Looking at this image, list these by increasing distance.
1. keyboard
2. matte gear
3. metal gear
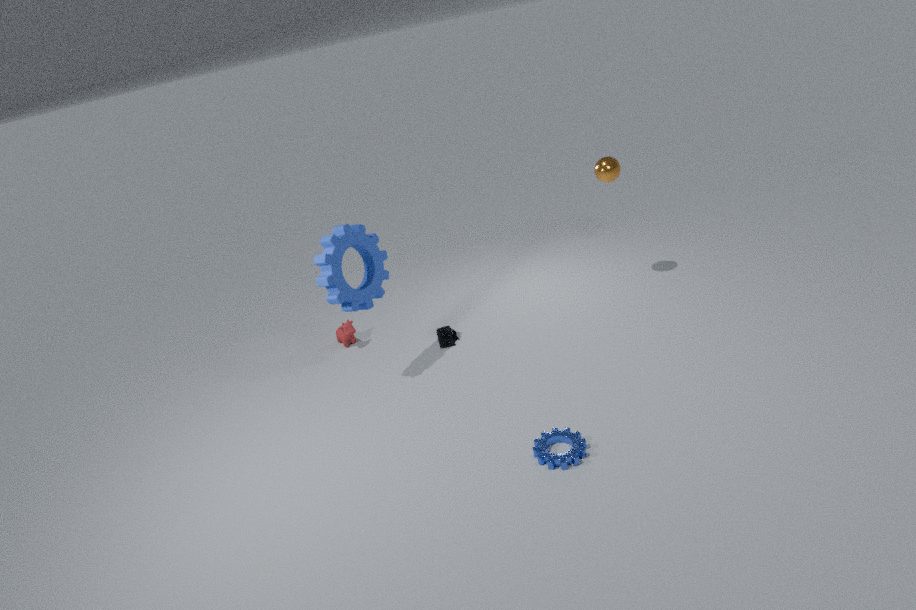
metal gear
matte gear
keyboard
